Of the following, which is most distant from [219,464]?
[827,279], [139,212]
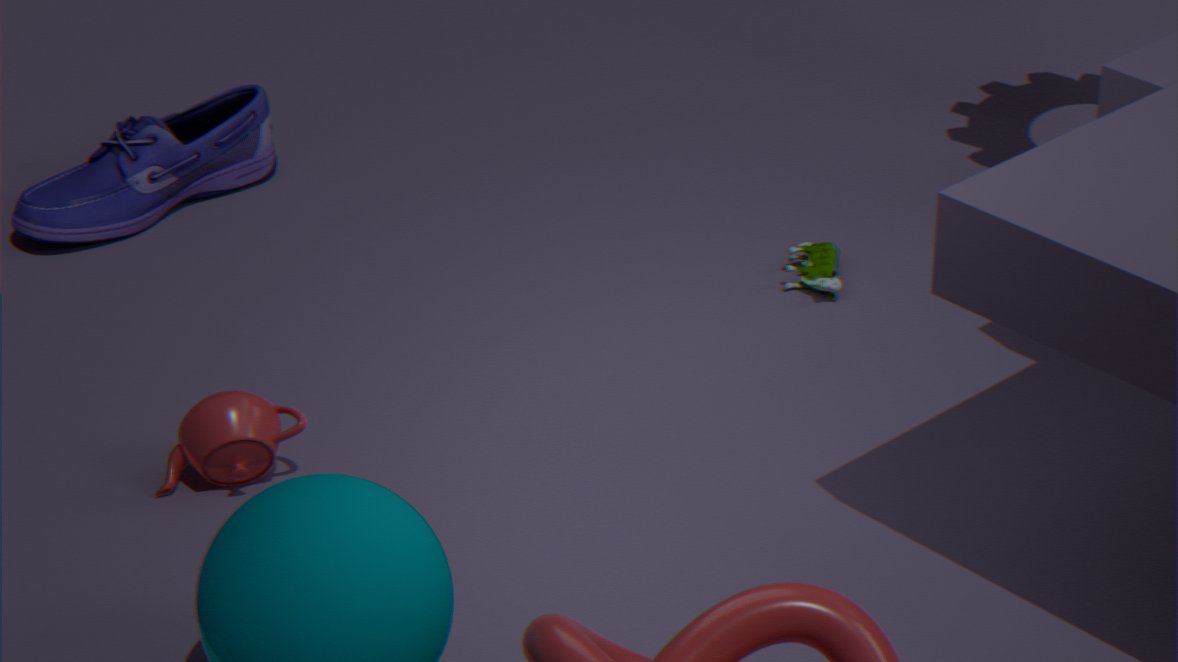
[827,279]
